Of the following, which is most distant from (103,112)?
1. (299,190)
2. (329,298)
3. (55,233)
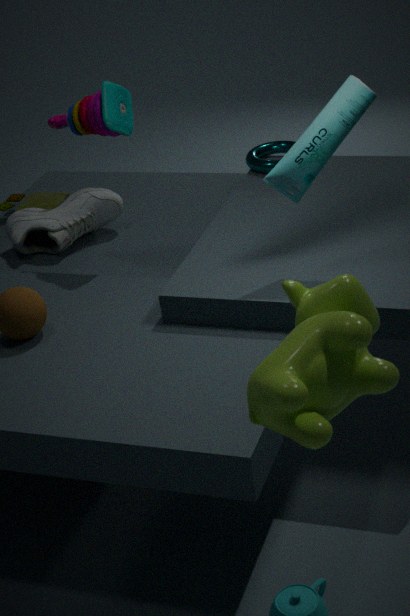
(329,298)
